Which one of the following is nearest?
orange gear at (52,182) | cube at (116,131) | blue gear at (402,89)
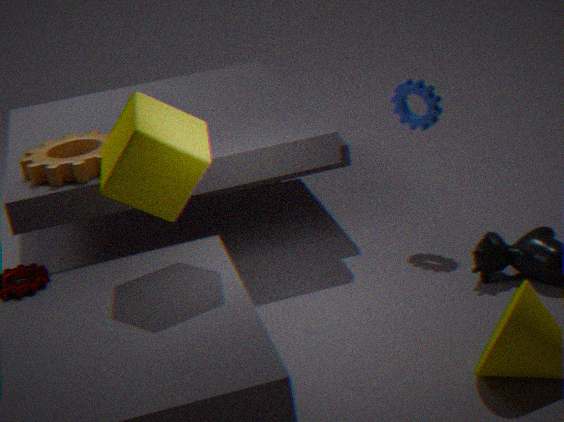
cube at (116,131)
